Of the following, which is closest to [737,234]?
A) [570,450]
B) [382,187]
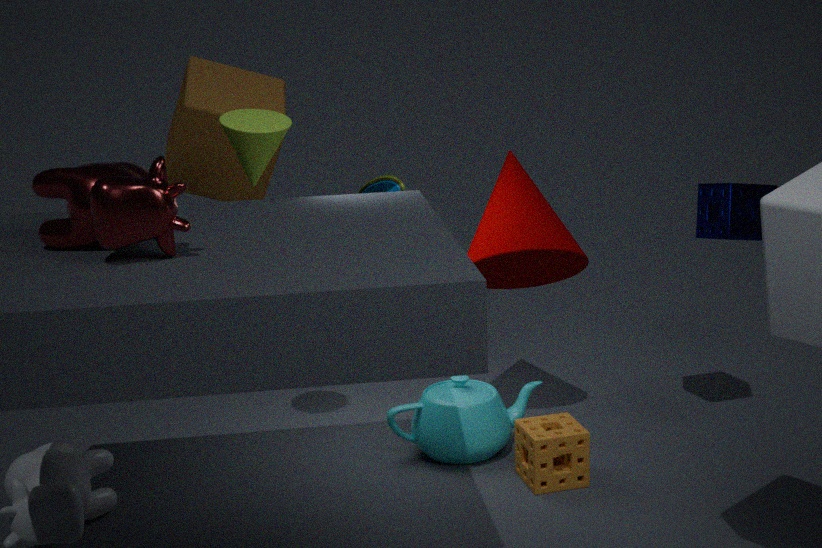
[570,450]
